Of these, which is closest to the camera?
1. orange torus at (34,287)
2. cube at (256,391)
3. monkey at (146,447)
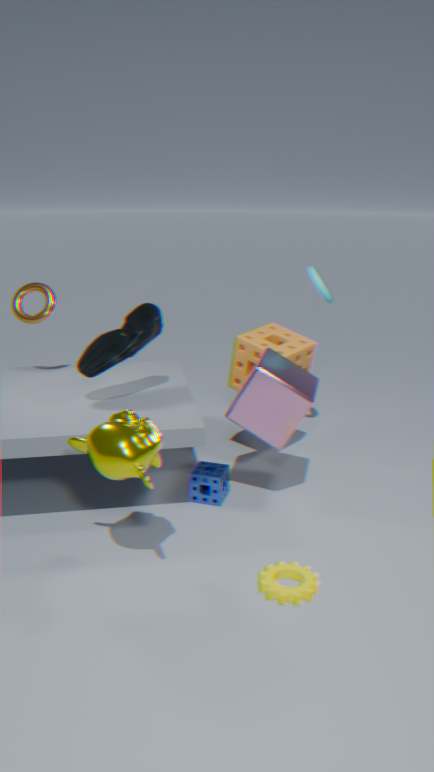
monkey at (146,447)
